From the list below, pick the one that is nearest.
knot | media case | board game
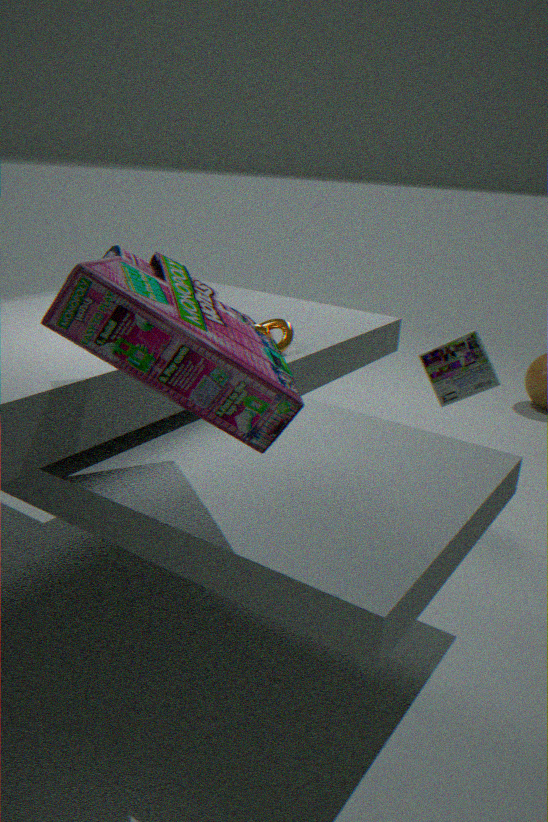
board game
